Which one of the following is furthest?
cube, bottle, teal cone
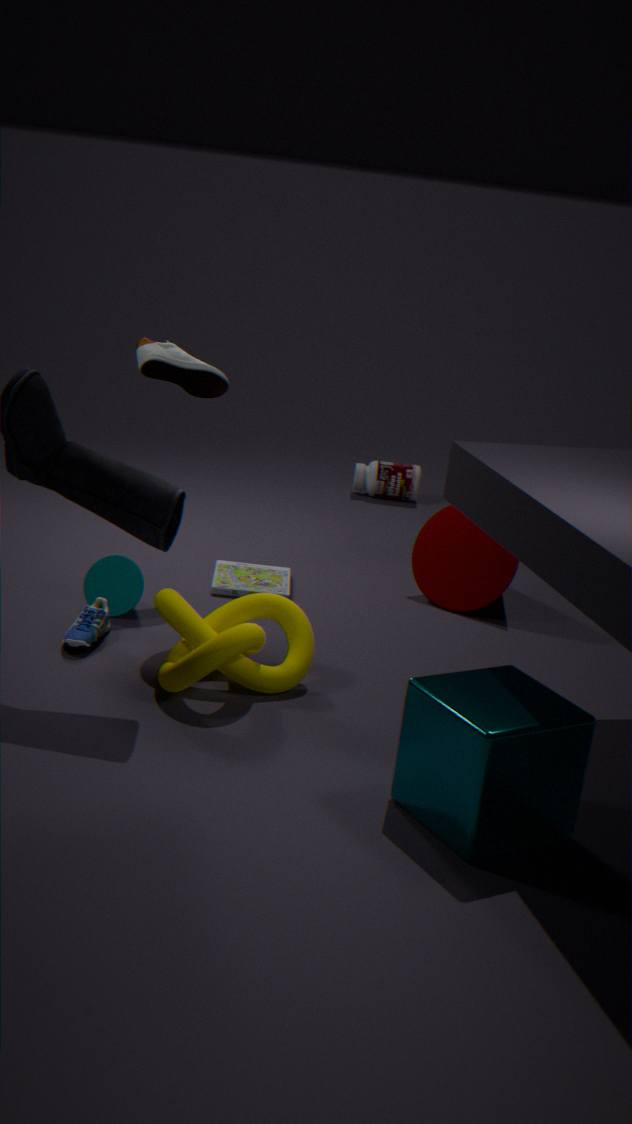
bottle
